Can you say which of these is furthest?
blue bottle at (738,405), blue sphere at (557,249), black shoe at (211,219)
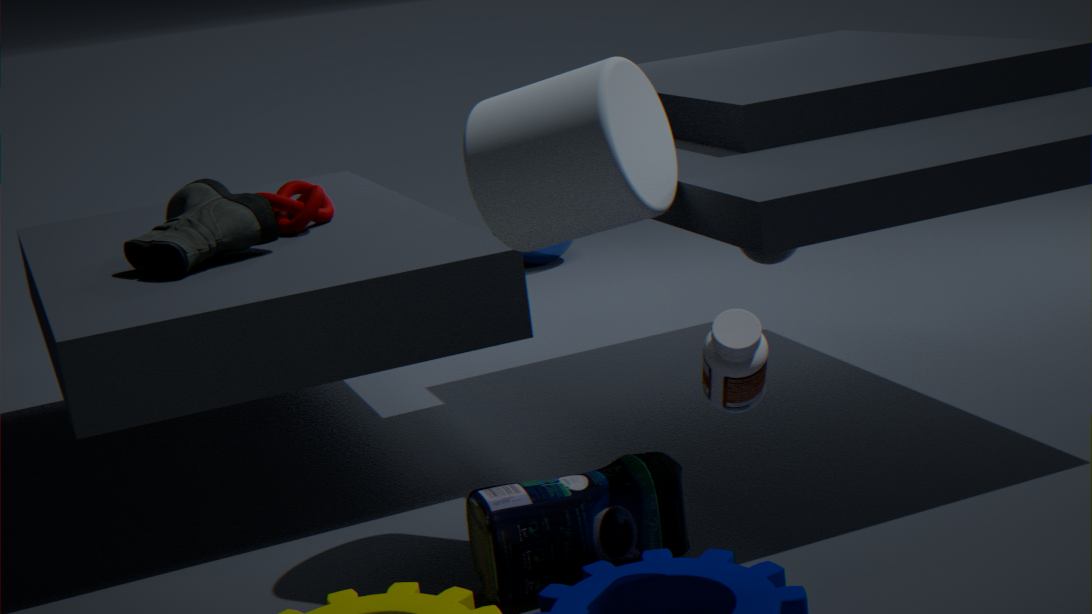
blue sphere at (557,249)
